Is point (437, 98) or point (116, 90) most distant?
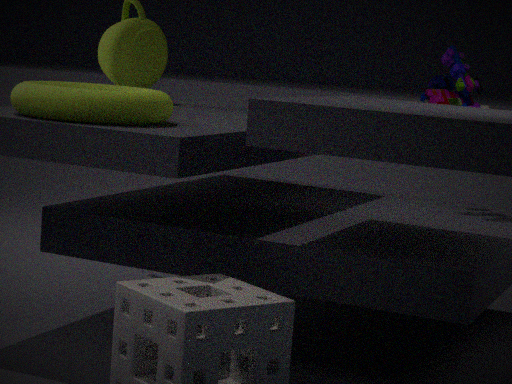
point (437, 98)
